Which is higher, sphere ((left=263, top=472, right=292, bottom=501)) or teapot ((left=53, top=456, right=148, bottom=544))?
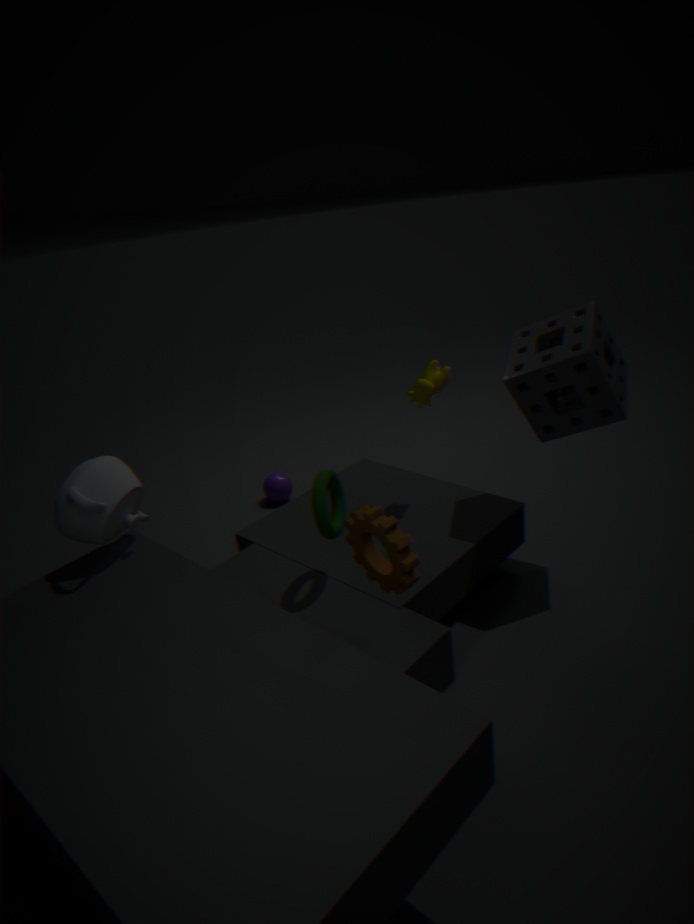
teapot ((left=53, top=456, right=148, bottom=544))
